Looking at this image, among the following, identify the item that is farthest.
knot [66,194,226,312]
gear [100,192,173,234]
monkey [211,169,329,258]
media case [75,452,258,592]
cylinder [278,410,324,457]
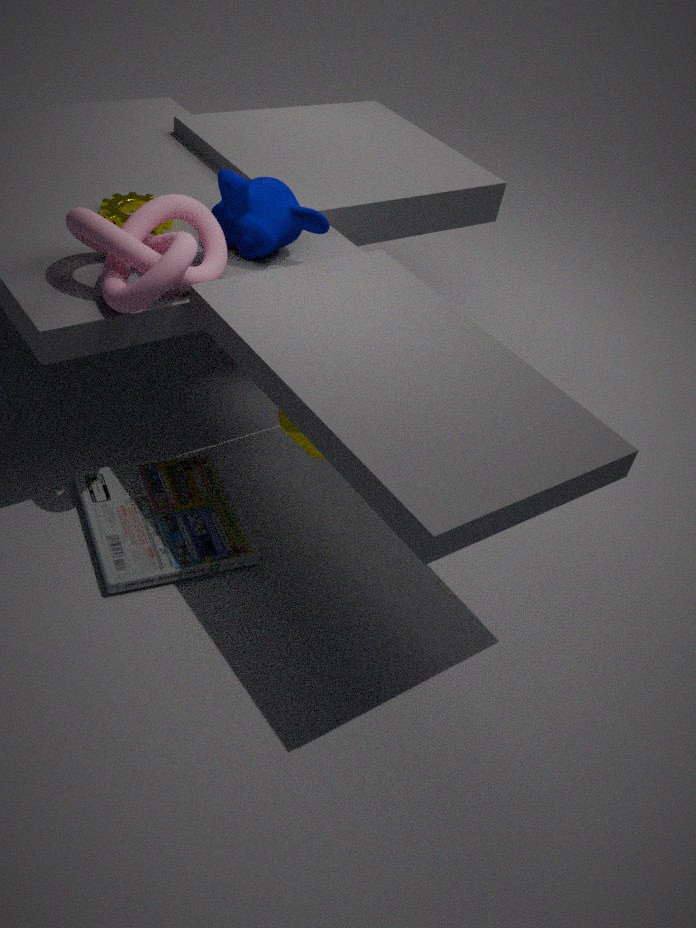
gear [100,192,173,234]
